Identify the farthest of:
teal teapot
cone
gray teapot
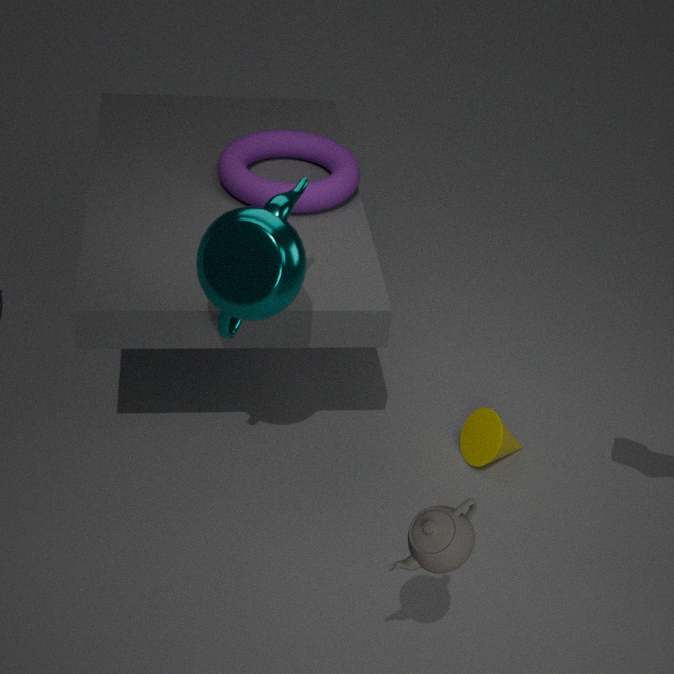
cone
